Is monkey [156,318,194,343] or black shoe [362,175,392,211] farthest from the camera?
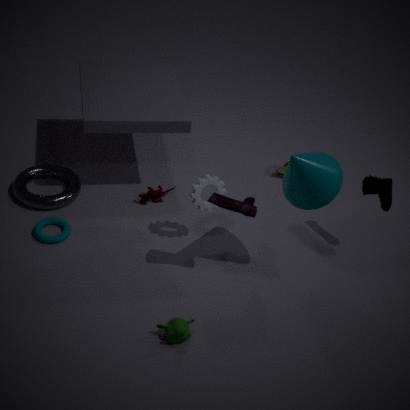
black shoe [362,175,392,211]
